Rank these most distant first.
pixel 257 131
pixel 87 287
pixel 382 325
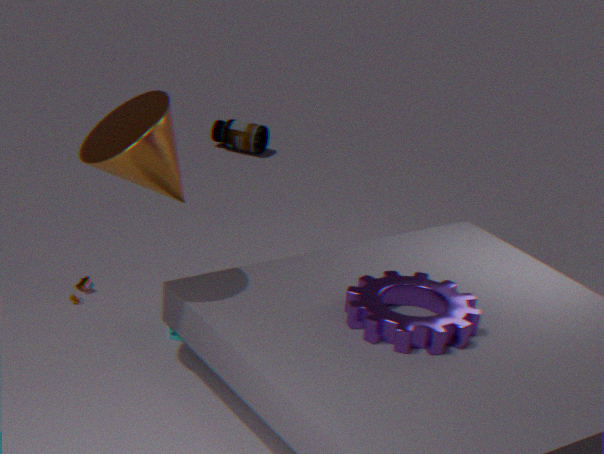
pixel 257 131, pixel 87 287, pixel 382 325
